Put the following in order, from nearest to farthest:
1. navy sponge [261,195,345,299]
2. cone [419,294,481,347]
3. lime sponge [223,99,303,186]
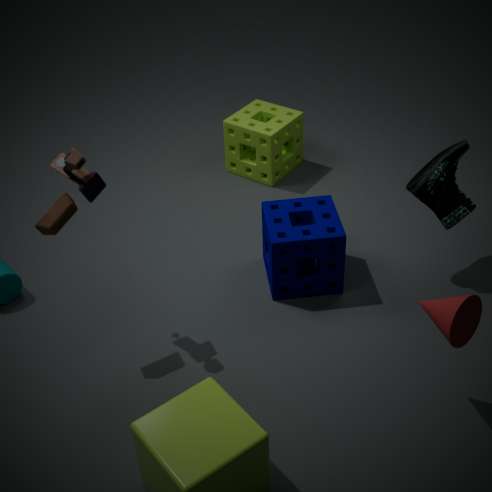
cone [419,294,481,347], navy sponge [261,195,345,299], lime sponge [223,99,303,186]
